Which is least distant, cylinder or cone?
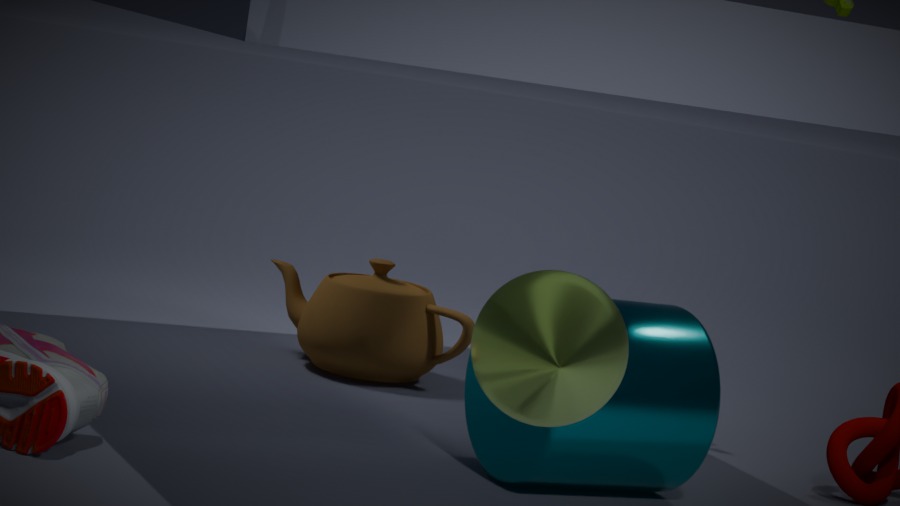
cone
